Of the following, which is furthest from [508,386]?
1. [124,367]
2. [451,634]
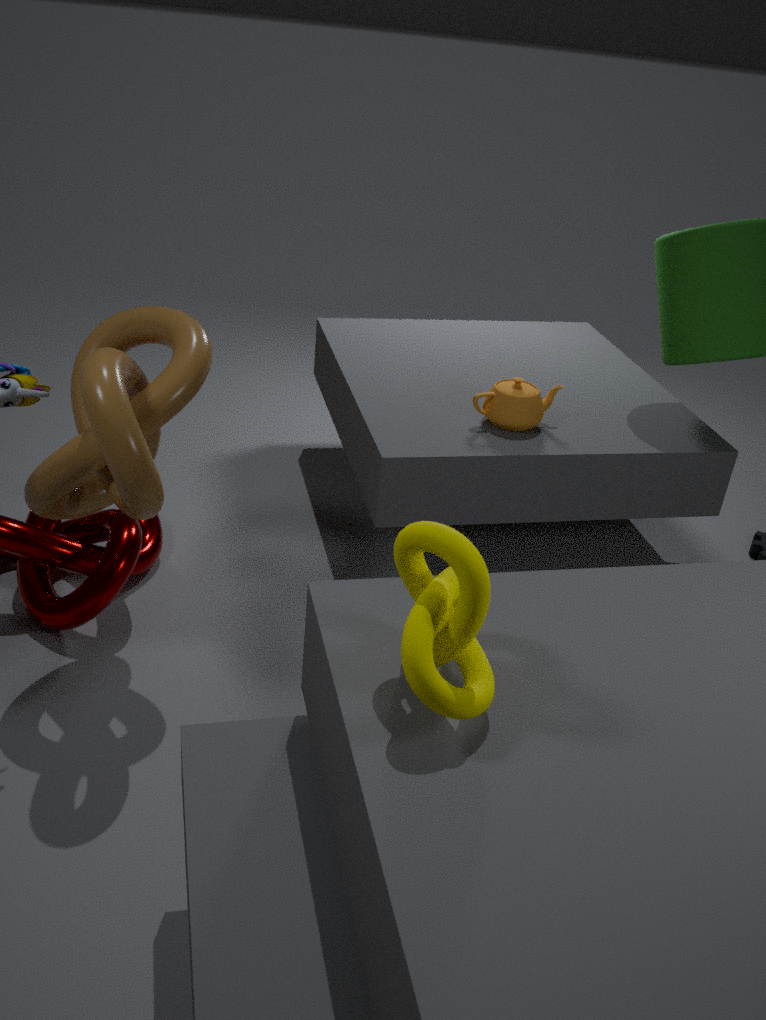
[451,634]
